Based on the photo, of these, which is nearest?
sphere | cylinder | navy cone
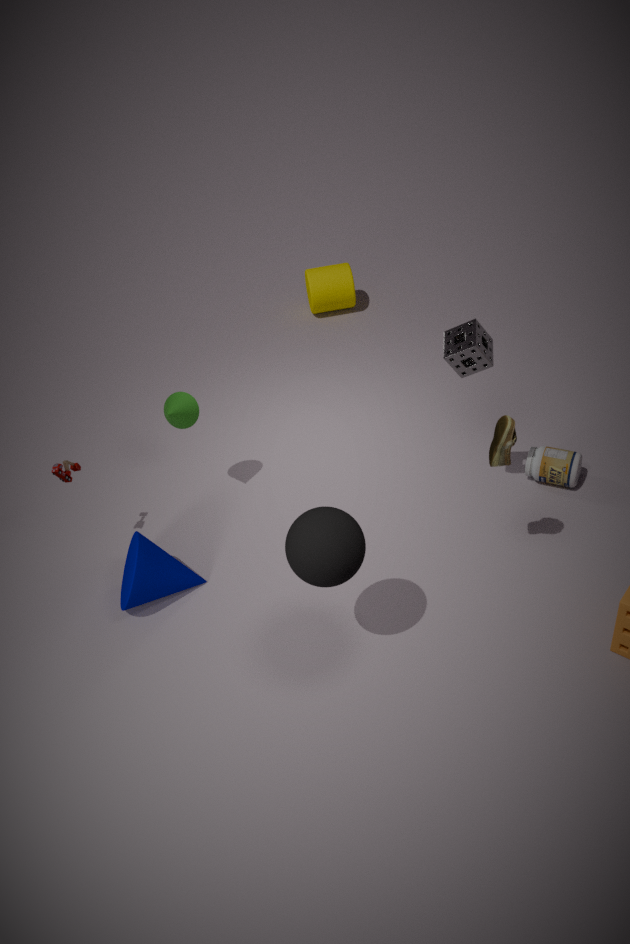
sphere
